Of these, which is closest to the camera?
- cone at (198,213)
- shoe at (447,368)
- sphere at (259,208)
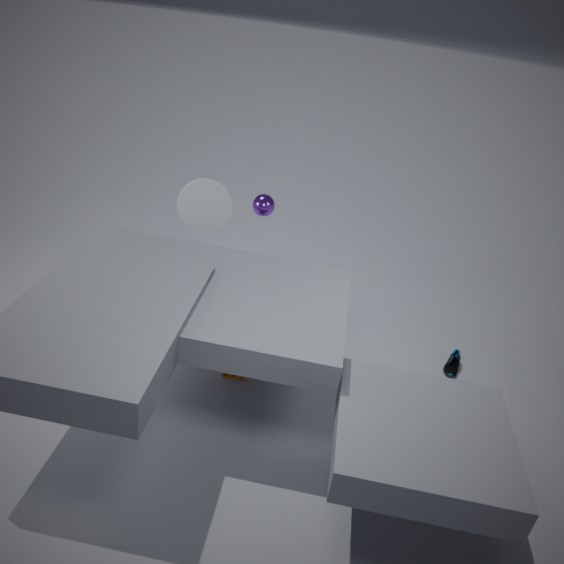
cone at (198,213)
